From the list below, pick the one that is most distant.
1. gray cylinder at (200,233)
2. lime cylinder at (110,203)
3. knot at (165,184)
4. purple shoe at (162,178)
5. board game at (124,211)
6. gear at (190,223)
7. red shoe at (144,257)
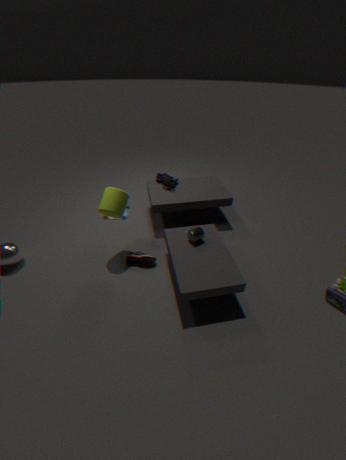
board game at (124,211)
